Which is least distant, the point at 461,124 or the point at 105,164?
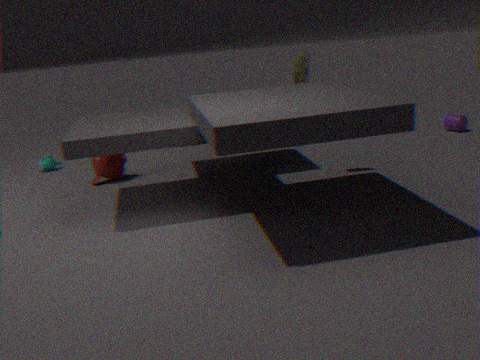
the point at 105,164
